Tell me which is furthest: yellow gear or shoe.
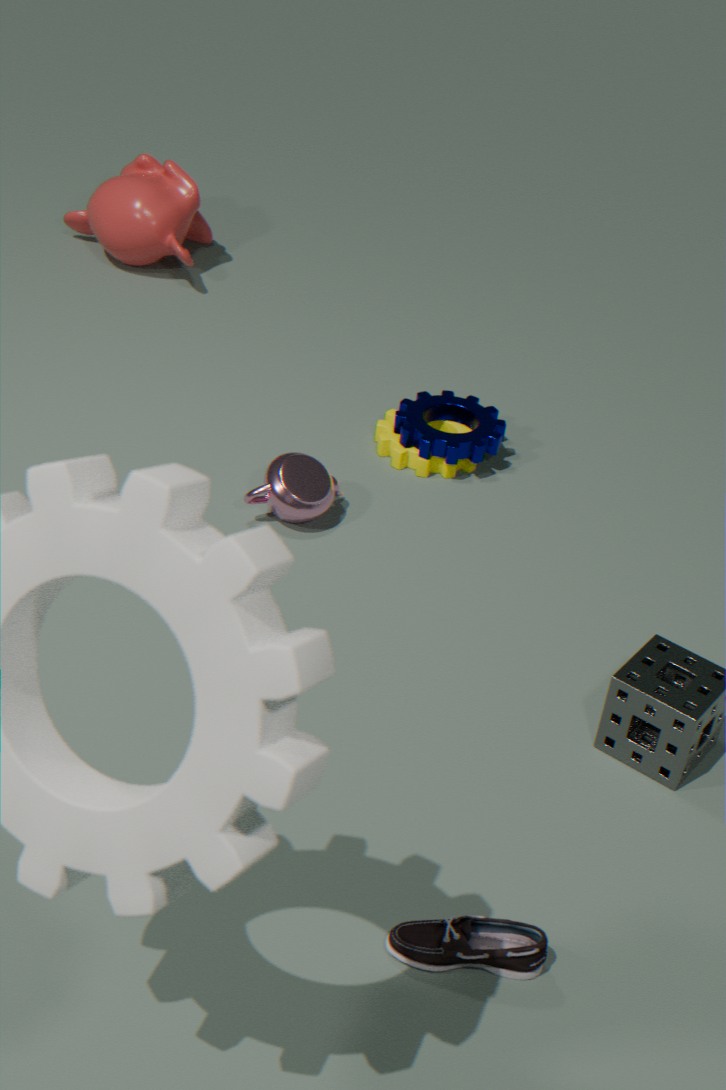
yellow gear
